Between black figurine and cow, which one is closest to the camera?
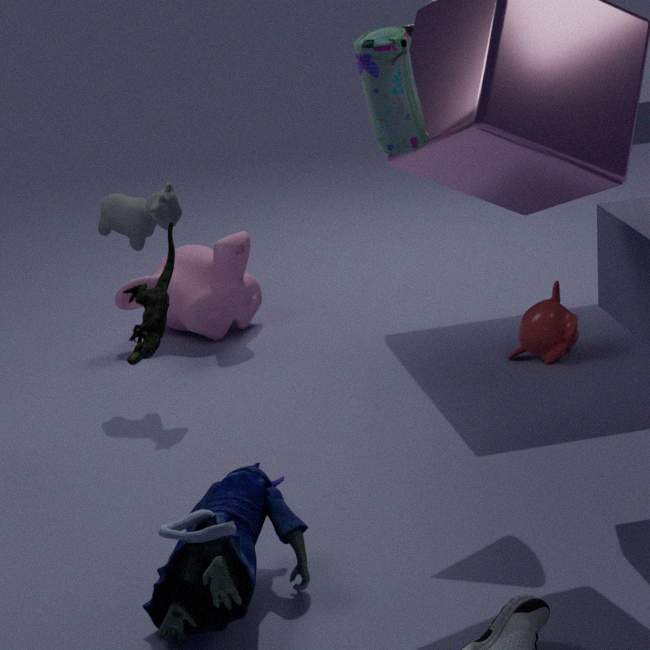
black figurine
